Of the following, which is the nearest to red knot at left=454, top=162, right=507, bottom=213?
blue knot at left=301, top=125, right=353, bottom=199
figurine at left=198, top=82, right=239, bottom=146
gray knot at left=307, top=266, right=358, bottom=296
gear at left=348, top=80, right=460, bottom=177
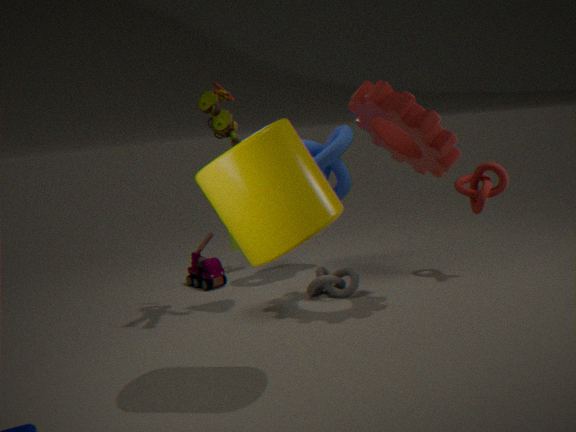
gear at left=348, top=80, right=460, bottom=177
